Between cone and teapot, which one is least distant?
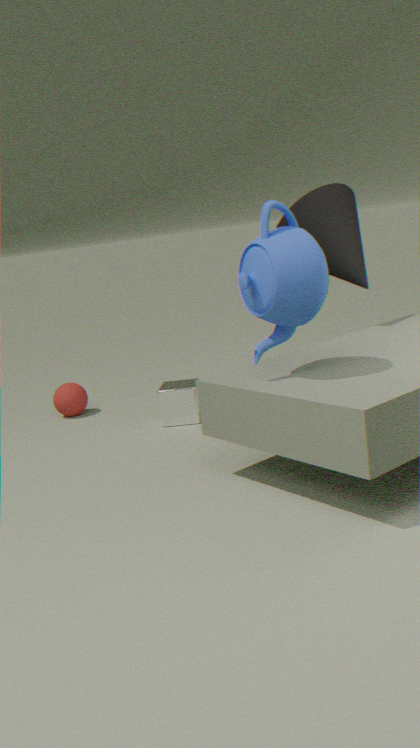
teapot
